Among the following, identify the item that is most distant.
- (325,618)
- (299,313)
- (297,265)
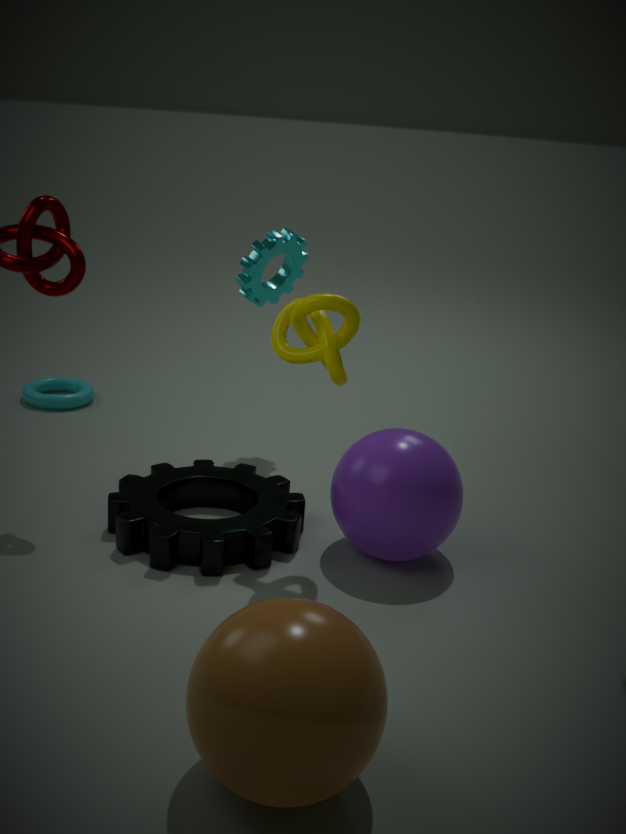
(297,265)
